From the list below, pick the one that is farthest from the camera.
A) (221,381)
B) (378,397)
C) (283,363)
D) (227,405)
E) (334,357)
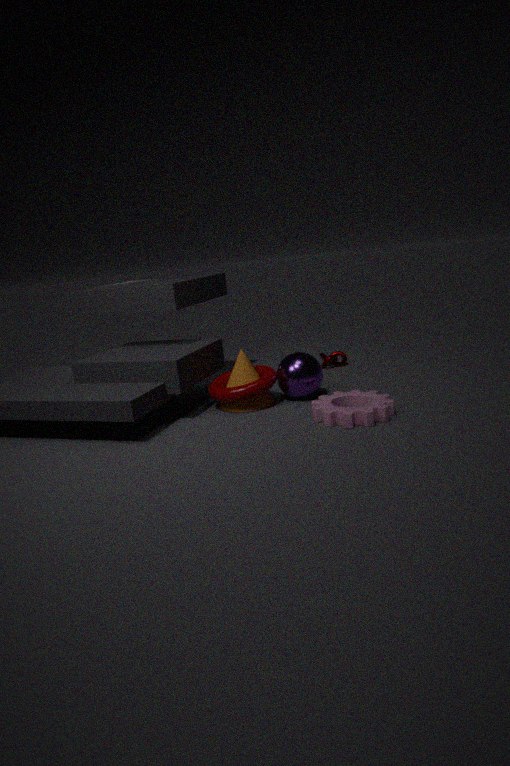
(334,357)
